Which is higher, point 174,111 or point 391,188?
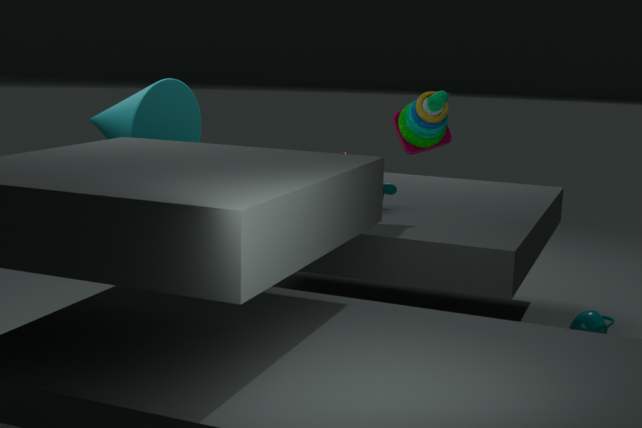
point 174,111
